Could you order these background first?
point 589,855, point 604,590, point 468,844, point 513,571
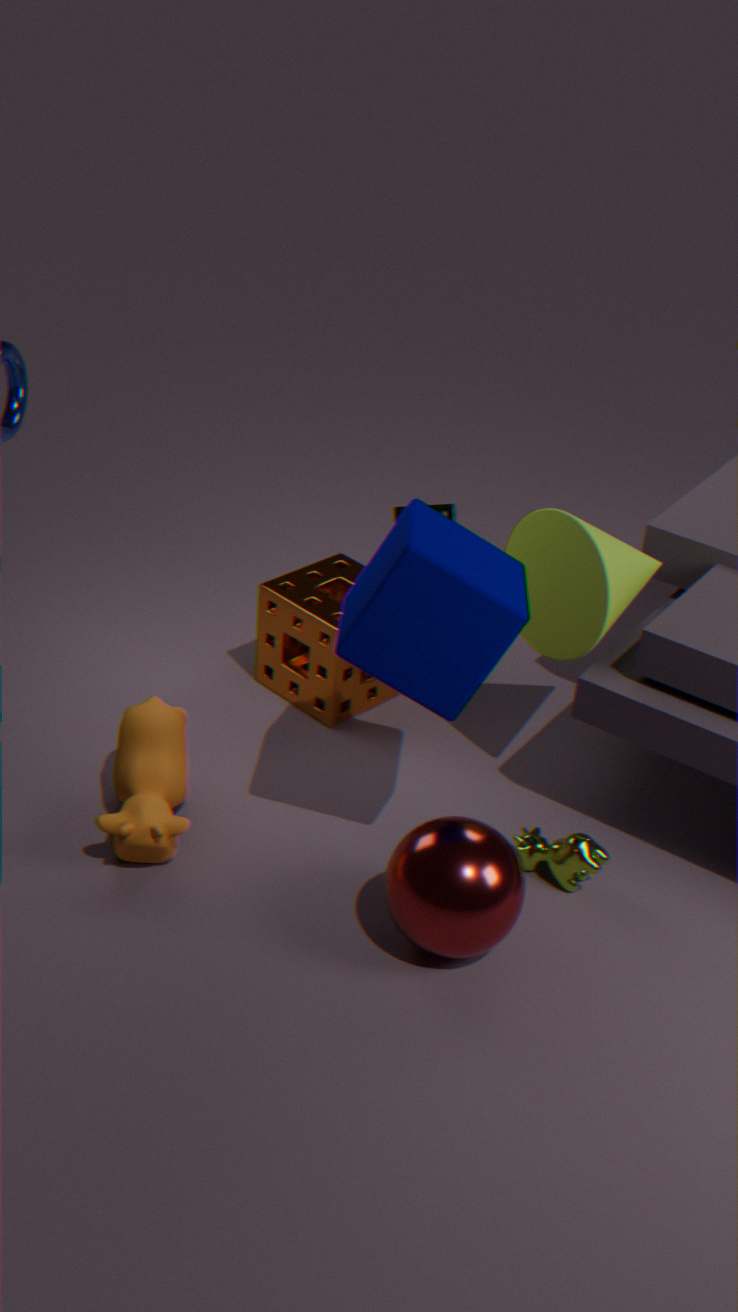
1. point 589,855
2. point 604,590
3. point 513,571
4. point 468,844
